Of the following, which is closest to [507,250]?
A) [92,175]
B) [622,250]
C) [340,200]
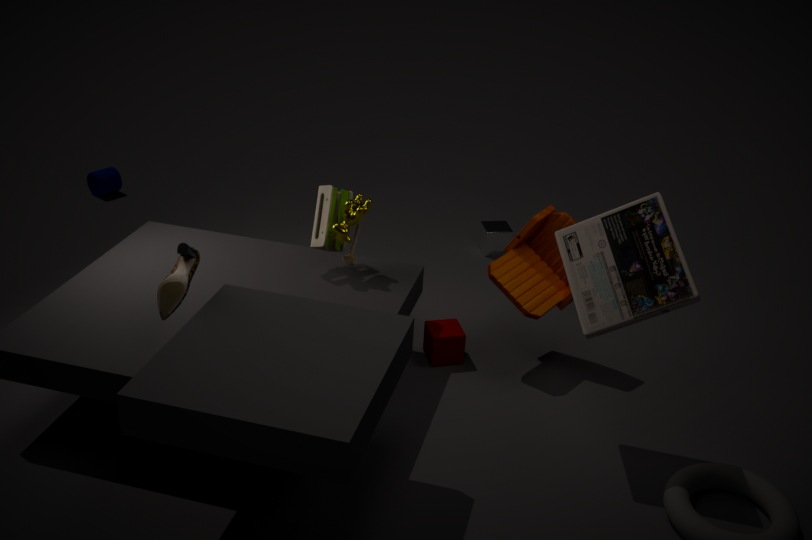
[622,250]
